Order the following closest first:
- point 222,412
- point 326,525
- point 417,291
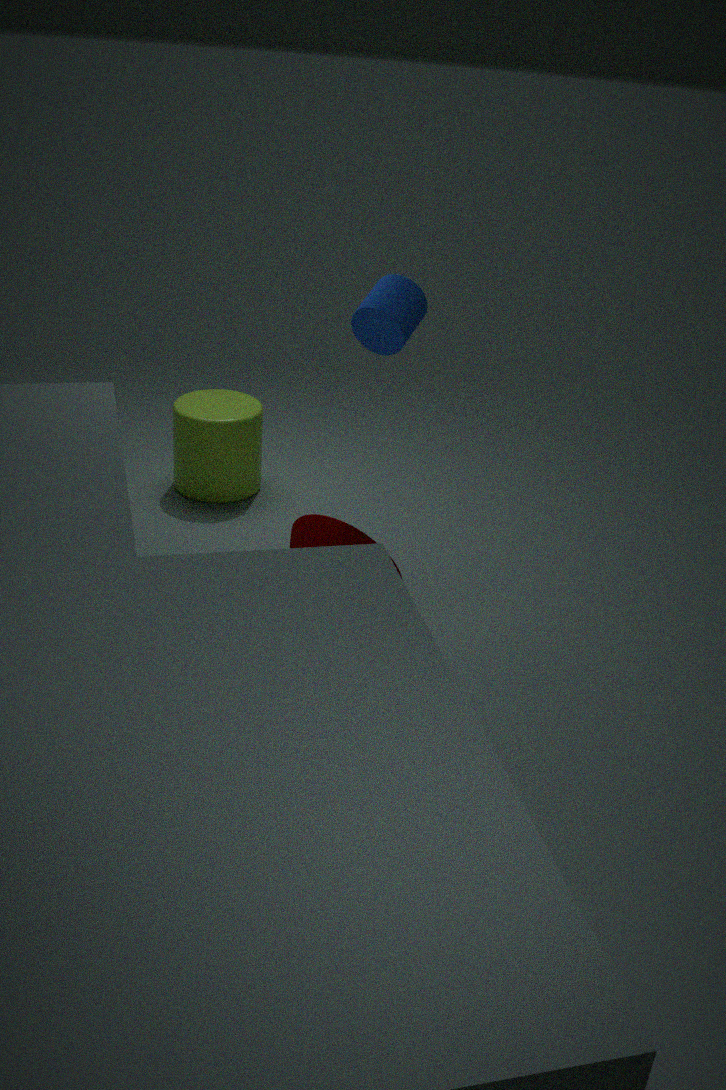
point 417,291 < point 326,525 < point 222,412
